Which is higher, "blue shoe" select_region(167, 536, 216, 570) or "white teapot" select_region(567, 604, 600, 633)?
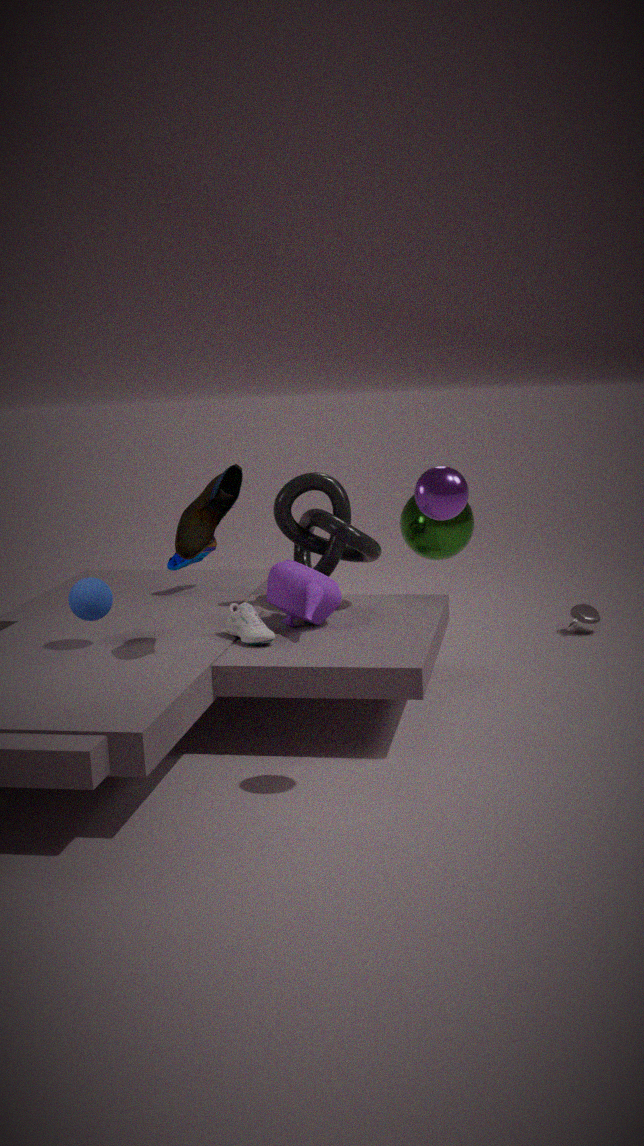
"blue shoe" select_region(167, 536, 216, 570)
